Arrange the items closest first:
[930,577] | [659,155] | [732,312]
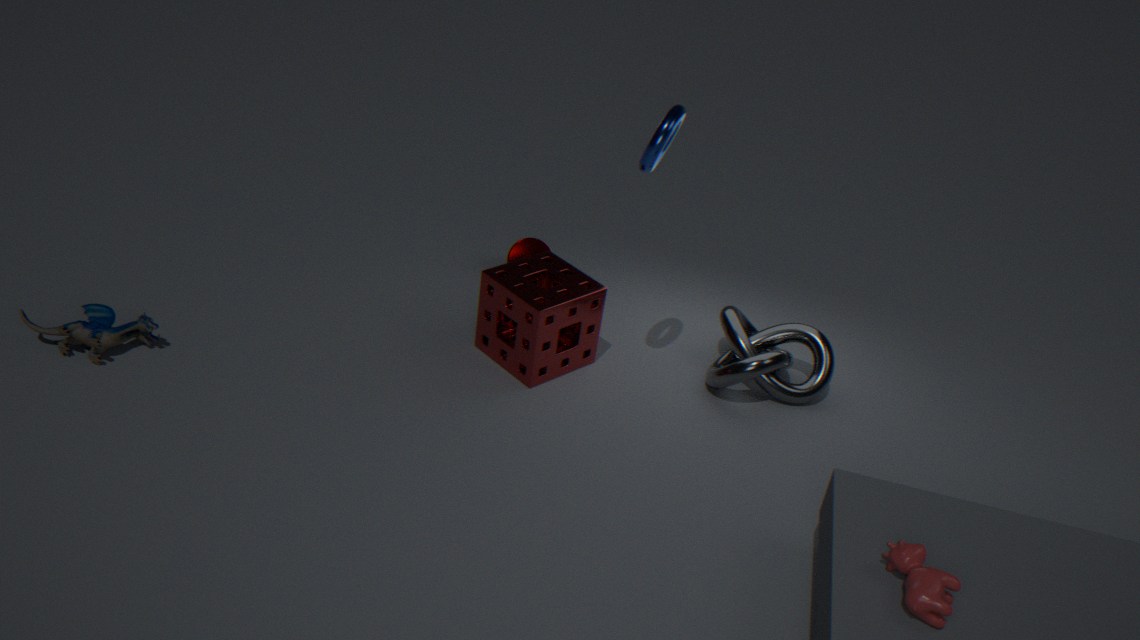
1. [930,577]
2. [659,155]
3. [732,312]
